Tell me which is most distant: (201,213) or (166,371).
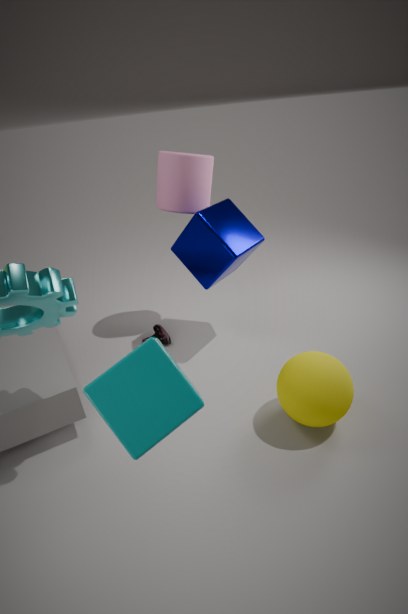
(201,213)
